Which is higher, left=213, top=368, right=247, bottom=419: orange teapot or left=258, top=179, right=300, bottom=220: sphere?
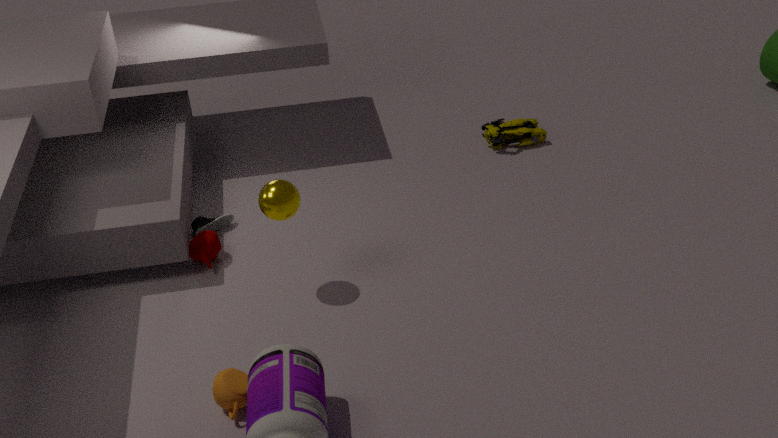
left=258, top=179, right=300, bottom=220: sphere
